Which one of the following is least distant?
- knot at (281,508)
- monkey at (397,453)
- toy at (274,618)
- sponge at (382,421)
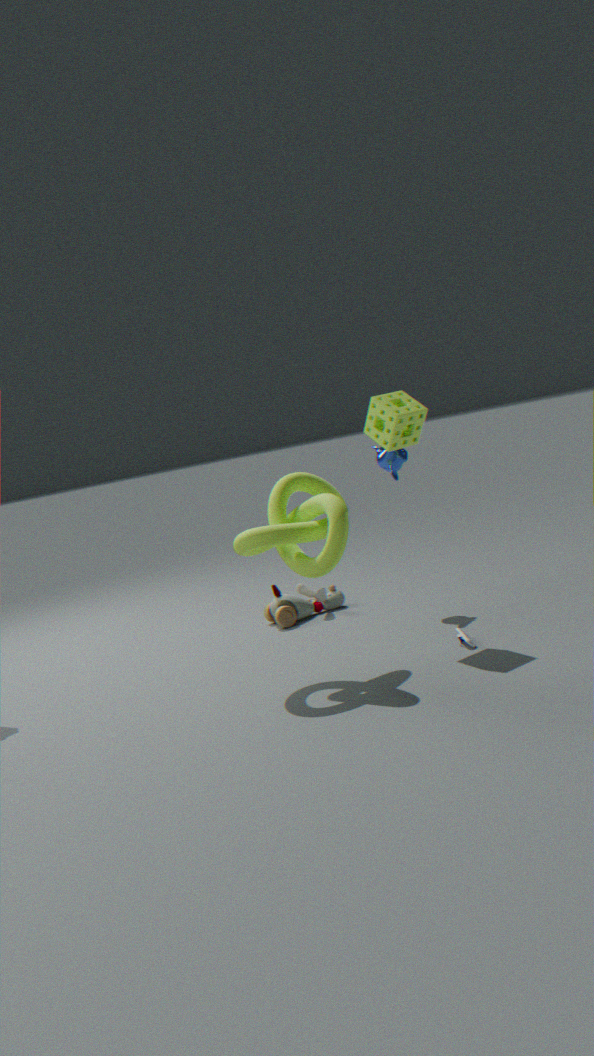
knot at (281,508)
